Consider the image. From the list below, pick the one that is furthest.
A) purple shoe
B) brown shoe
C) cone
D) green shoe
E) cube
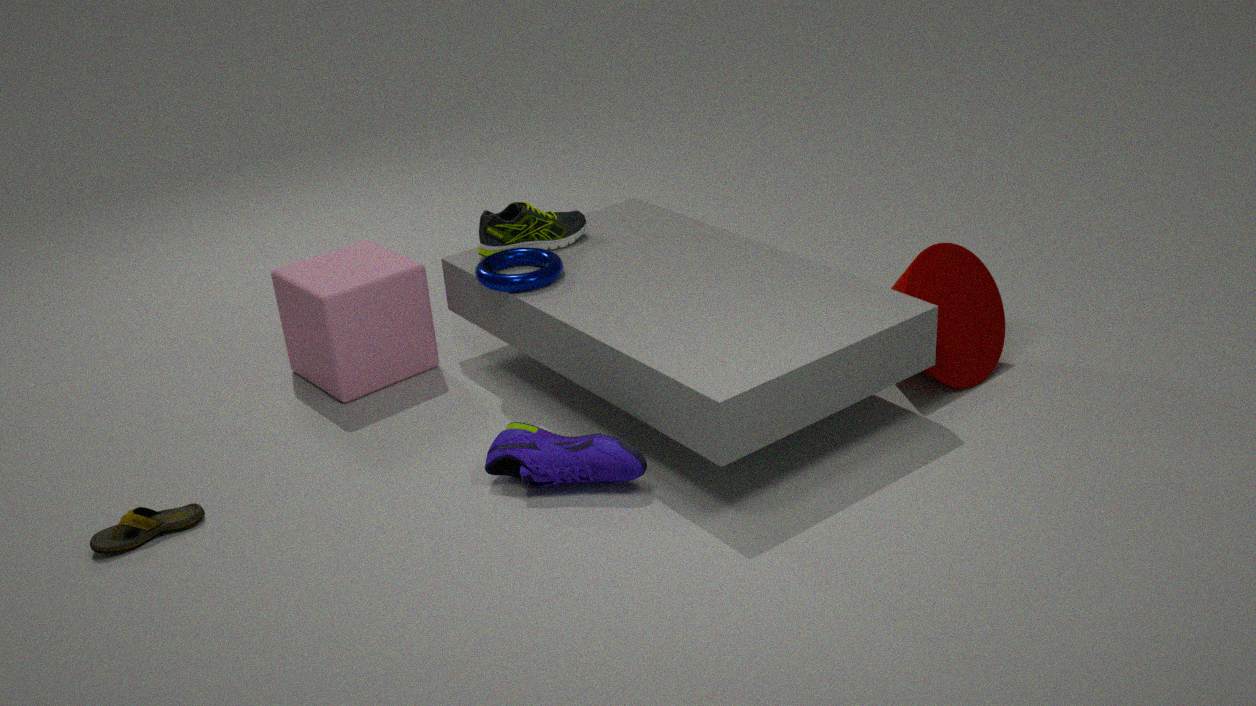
green shoe
